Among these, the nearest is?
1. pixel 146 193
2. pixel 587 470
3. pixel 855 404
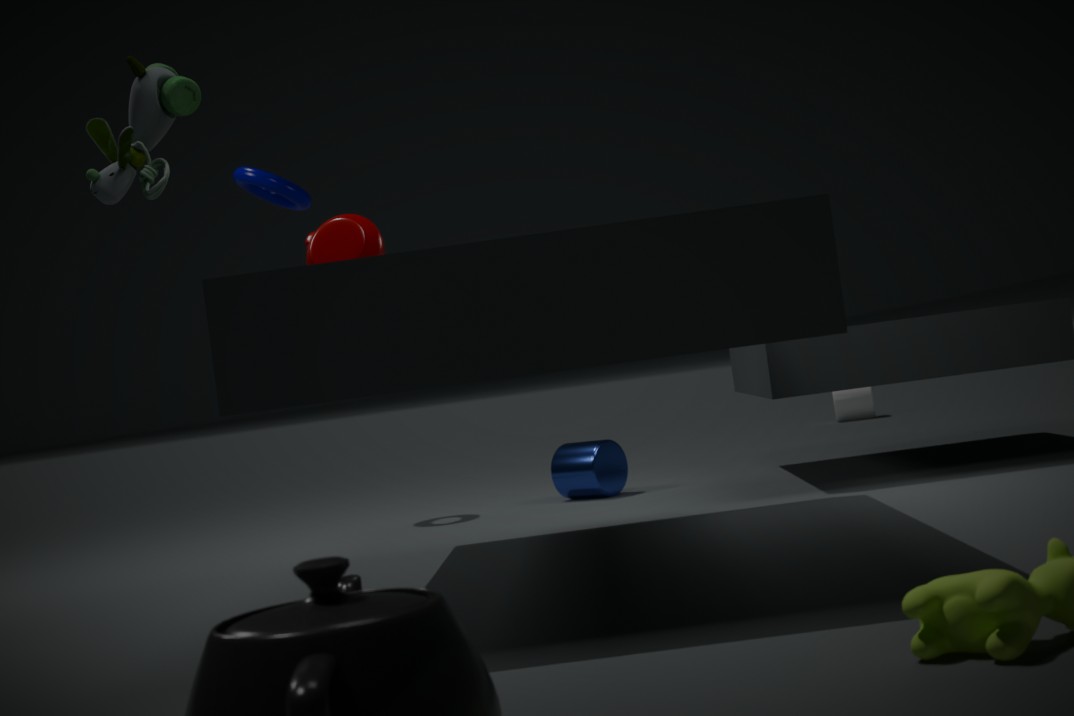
pixel 146 193
